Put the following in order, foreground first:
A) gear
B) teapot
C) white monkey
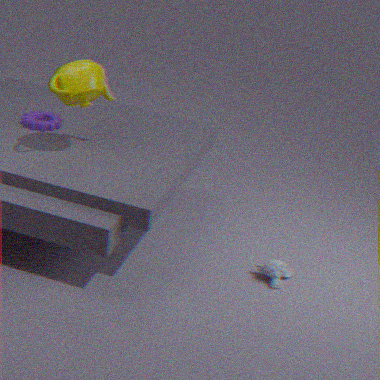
teapot < white monkey < gear
